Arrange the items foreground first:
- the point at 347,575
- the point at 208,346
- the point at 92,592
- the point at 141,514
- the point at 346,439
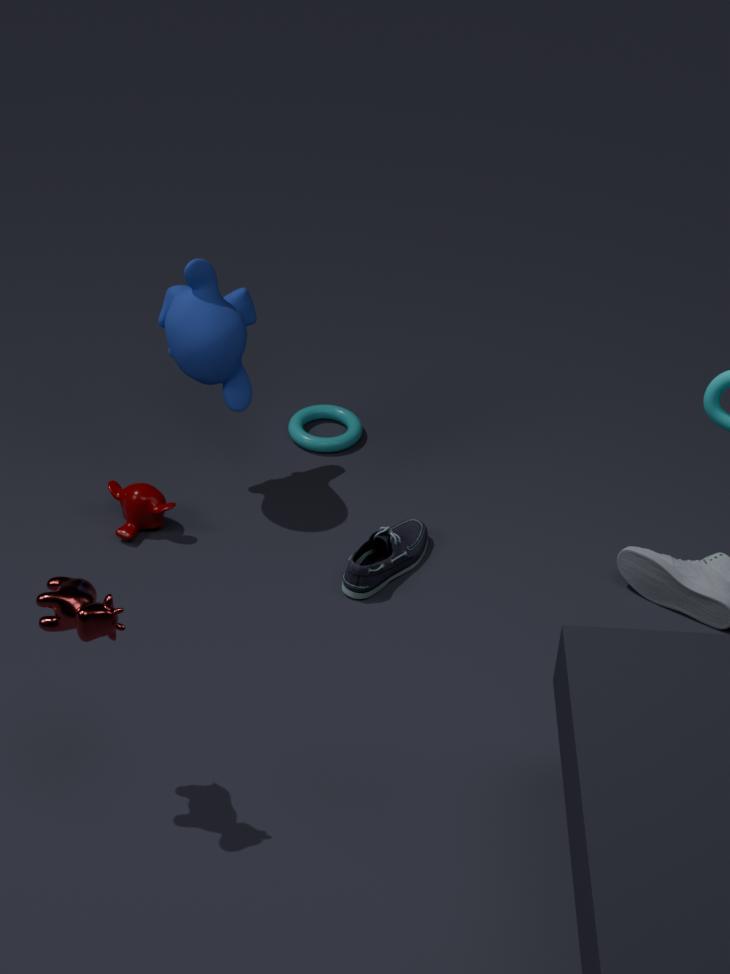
1. the point at 92,592
2. the point at 347,575
3. the point at 208,346
4. the point at 141,514
5. the point at 346,439
